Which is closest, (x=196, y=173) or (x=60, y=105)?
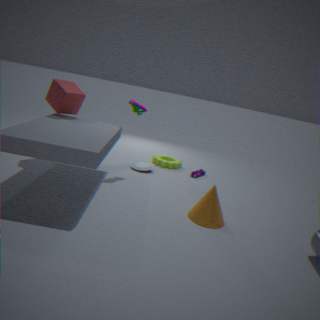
(x=60, y=105)
